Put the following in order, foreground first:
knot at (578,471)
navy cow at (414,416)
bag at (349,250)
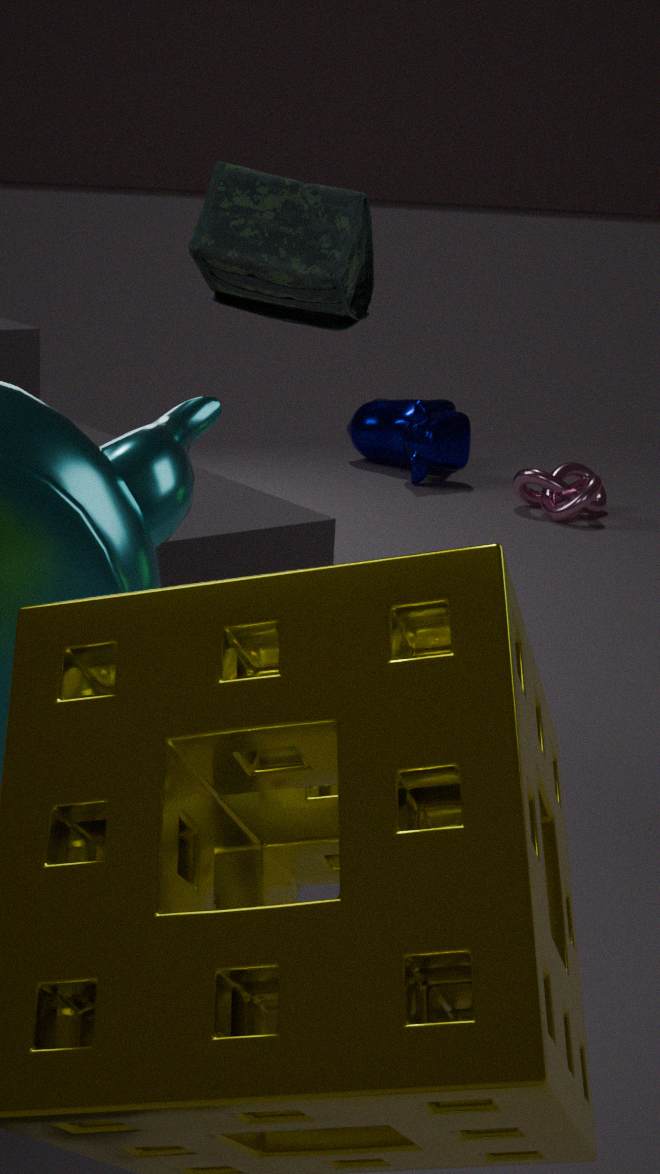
bag at (349,250), knot at (578,471), navy cow at (414,416)
